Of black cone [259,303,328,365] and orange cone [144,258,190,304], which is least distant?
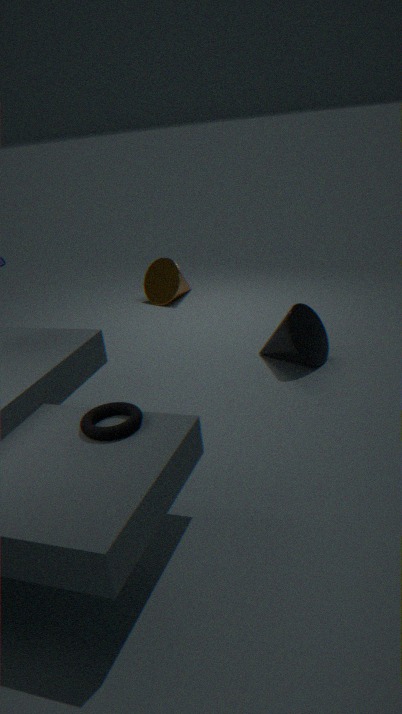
black cone [259,303,328,365]
